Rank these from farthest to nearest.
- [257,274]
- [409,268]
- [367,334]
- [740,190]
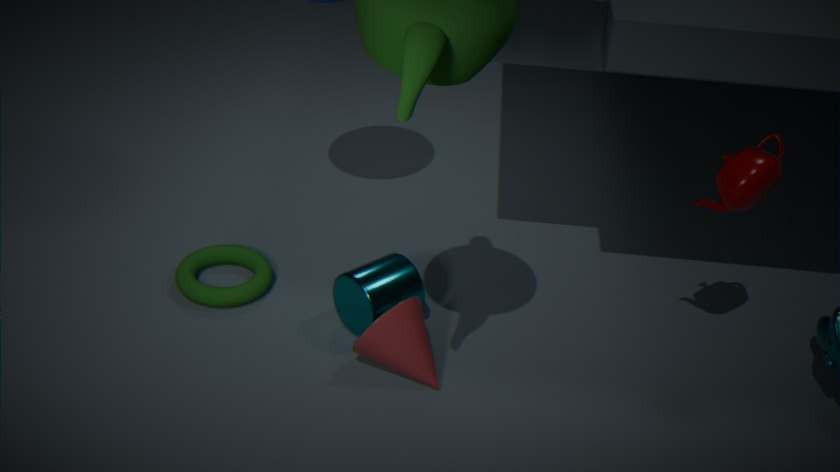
[257,274] < [409,268] < [367,334] < [740,190]
